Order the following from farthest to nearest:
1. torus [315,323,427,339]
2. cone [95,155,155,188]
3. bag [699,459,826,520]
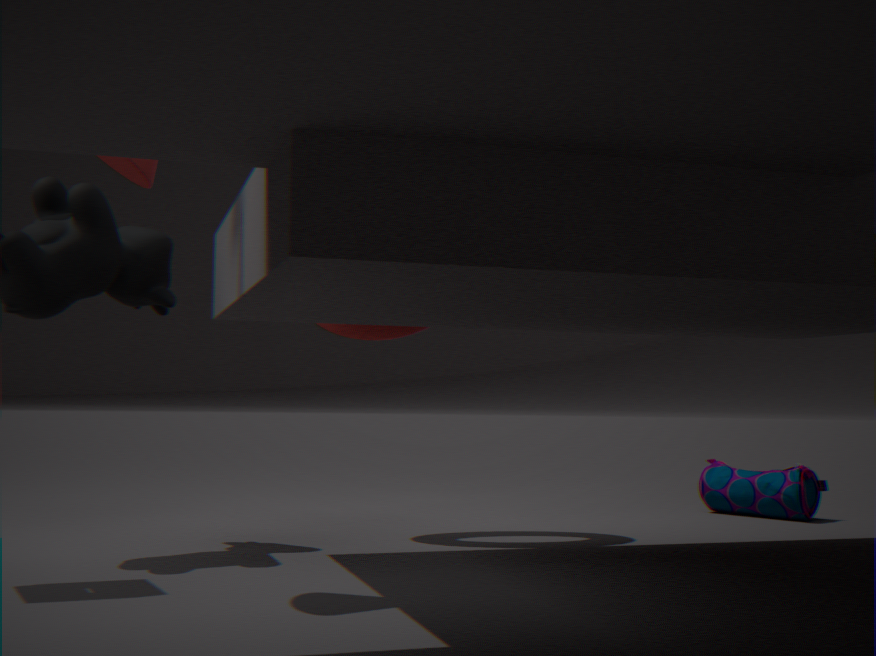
bag [699,459,826,520] → torus [315,323,427,339] → cone [95,155,155,188]
